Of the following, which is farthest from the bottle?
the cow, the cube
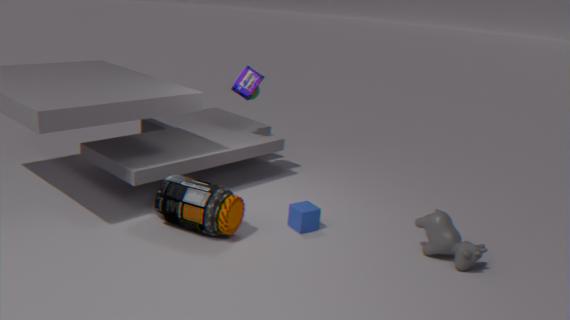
the cow
